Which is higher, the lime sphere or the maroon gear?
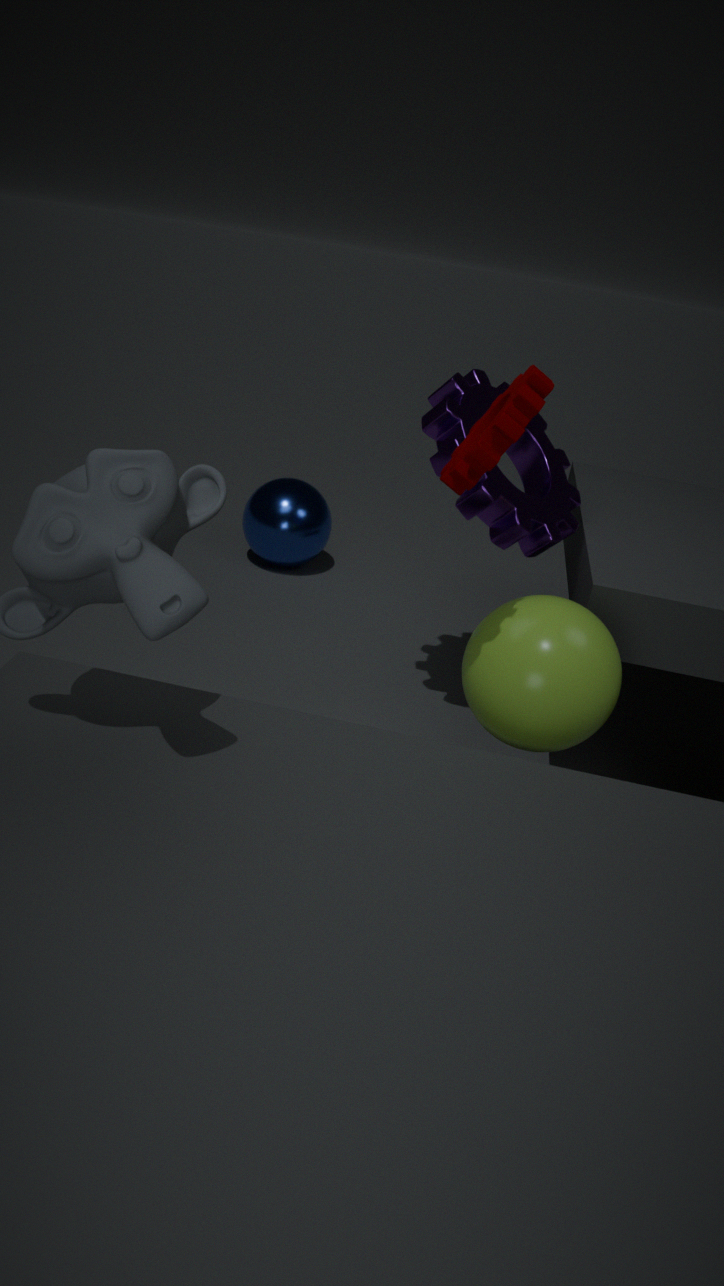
the maroon gear
